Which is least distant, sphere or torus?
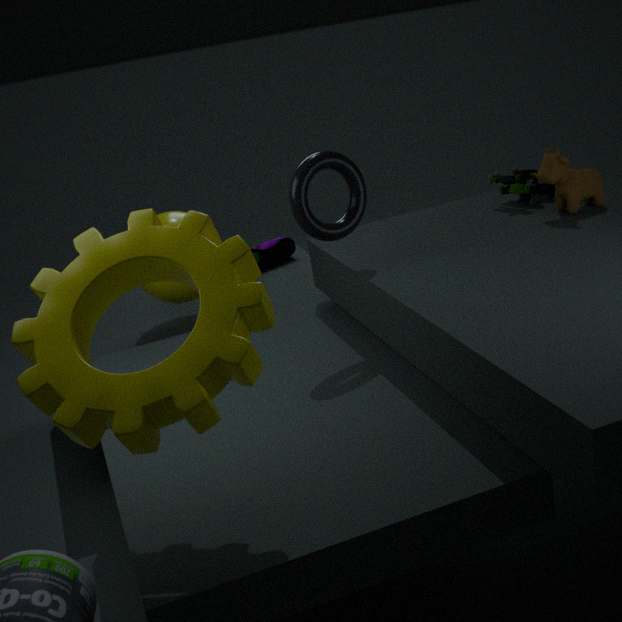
torus
